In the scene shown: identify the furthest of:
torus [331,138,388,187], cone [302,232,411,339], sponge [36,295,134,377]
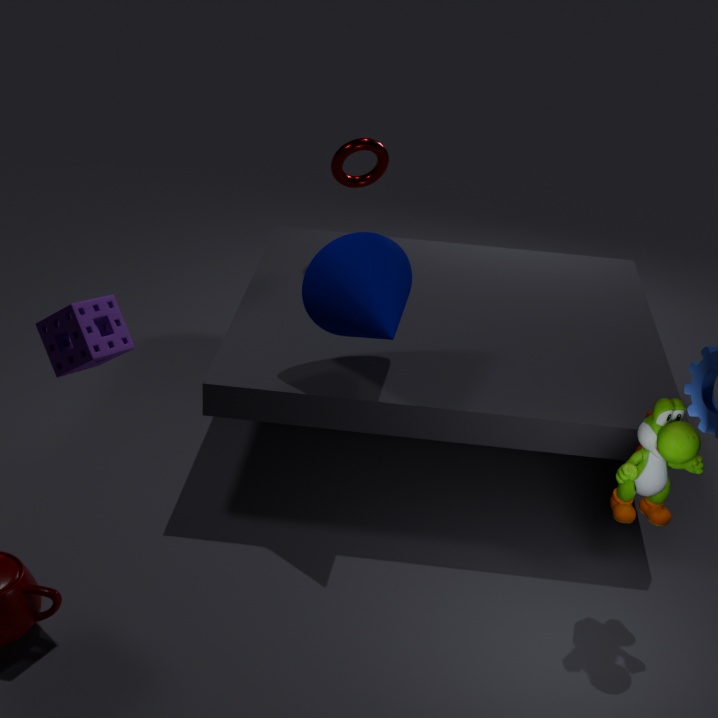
torus [331,138,388,187]
